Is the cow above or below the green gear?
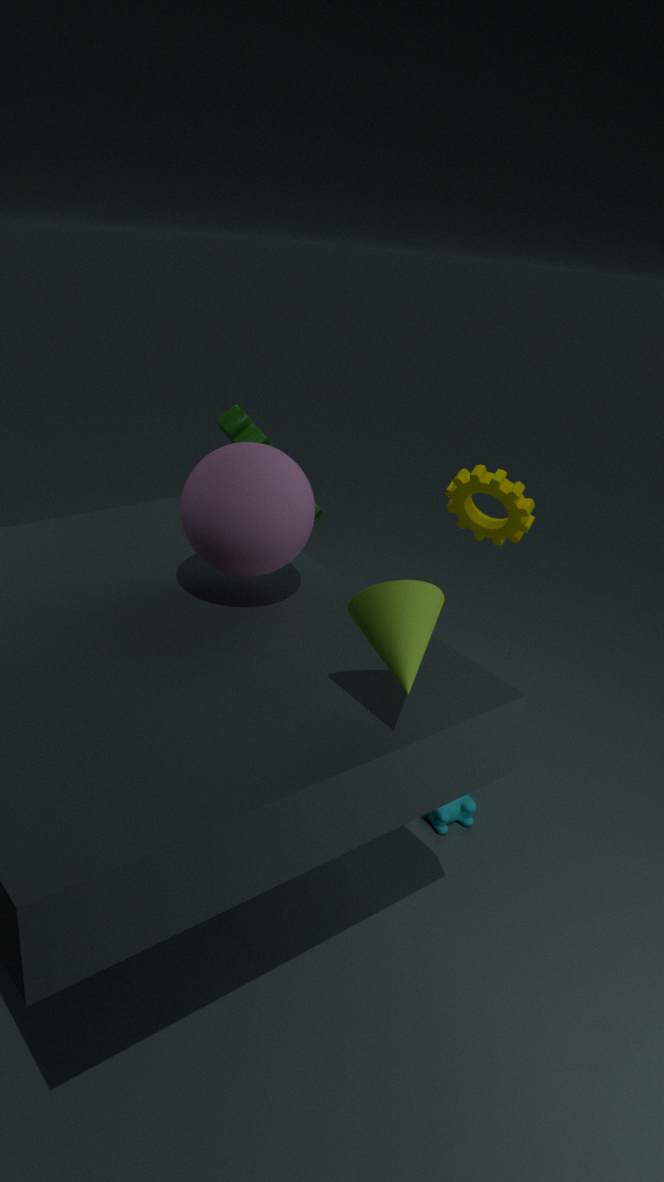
below
